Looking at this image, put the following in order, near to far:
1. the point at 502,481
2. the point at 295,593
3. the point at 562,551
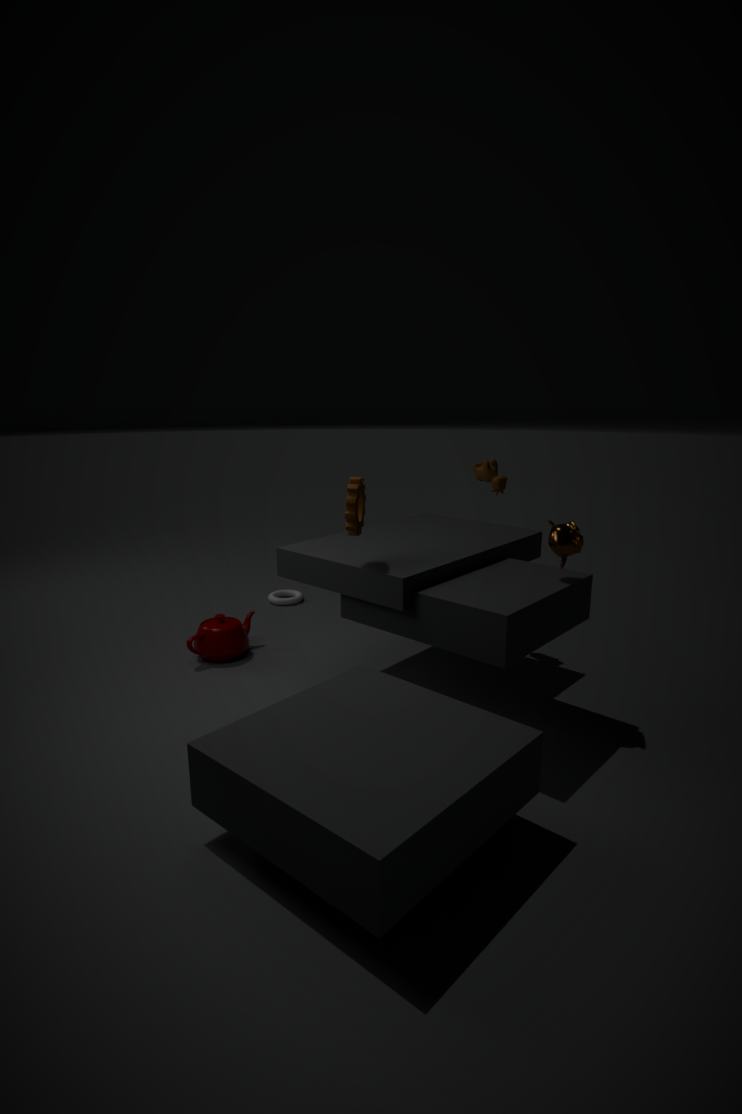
1. the point at 562,551
2. the point at 502,481
3. the point at 295,593
